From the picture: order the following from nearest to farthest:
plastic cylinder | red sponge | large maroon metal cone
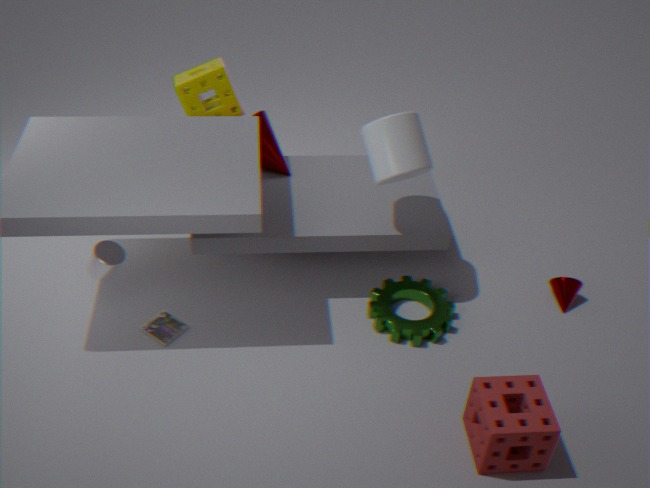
red sponge → plastic cylinder → large maroon metal cone
